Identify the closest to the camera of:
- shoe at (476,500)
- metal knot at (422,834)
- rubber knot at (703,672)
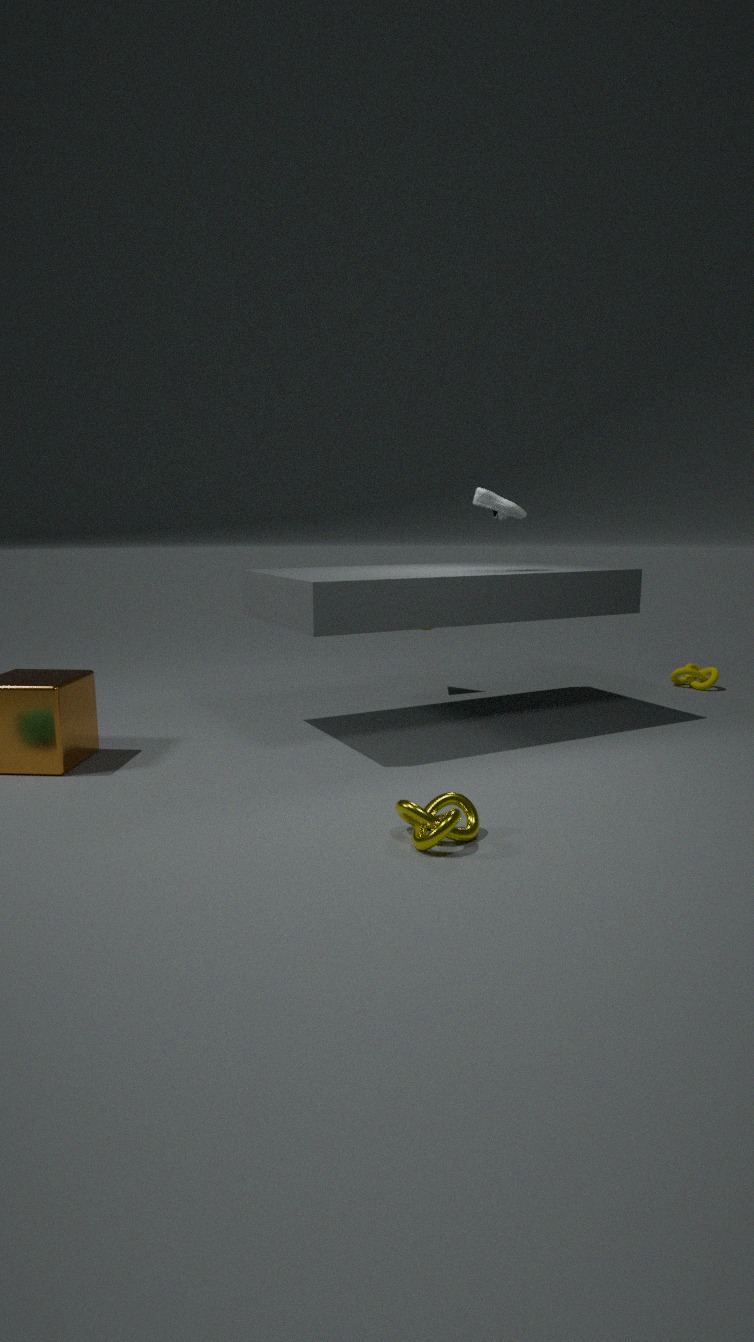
metal knot at (422,834)
